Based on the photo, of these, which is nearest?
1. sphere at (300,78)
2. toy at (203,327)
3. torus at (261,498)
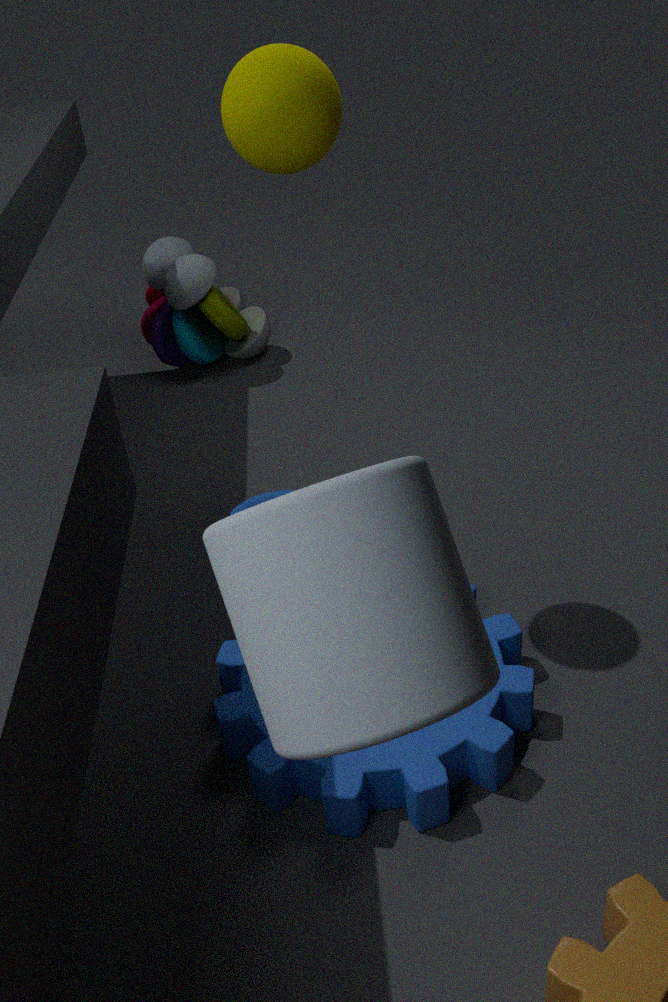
sphere at (300,78)
